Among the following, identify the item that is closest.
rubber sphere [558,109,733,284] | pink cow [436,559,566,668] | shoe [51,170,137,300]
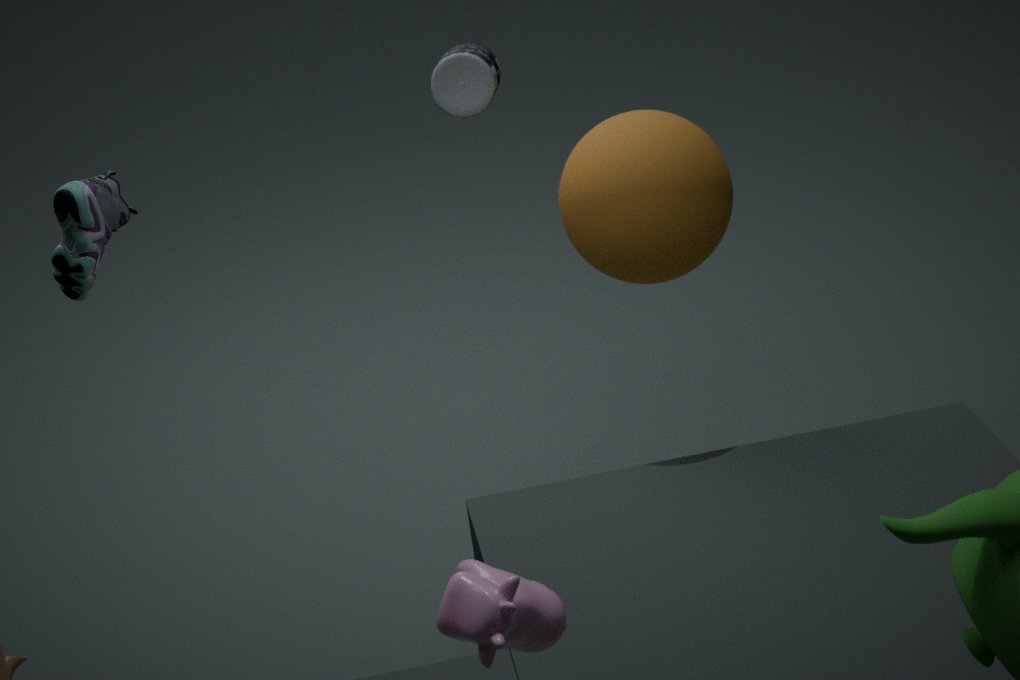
pink cow [436,559,566,668]
